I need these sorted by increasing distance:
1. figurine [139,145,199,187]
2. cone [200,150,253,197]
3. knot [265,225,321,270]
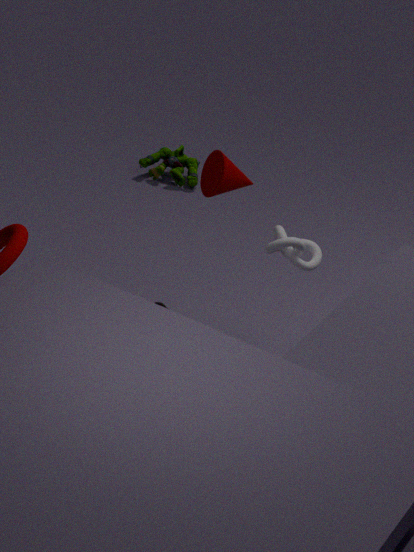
knot [265,225,321,270], cone [200,150,253,197], figurine [139,145,199,187]
